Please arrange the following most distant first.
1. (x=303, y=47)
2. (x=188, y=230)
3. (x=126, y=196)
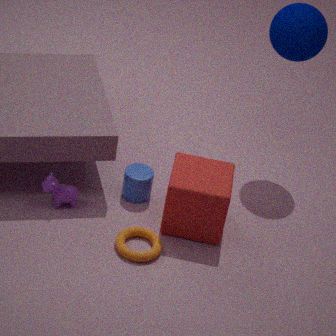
(x=126, y=196), (x=303, y=47), (x=188, y=230)
